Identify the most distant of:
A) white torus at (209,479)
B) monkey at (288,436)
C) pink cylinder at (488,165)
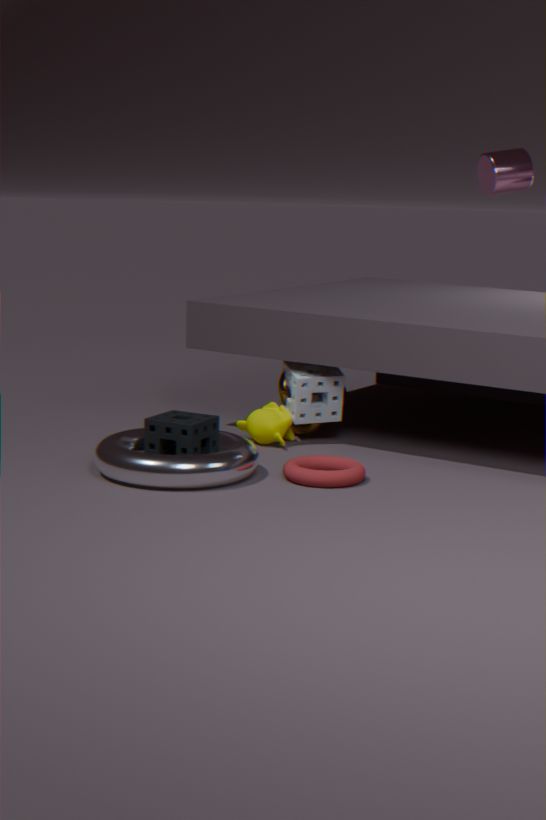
pink cylinder at (488,165)
